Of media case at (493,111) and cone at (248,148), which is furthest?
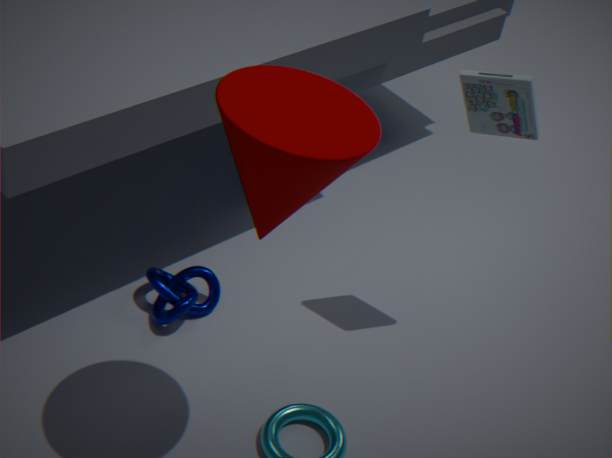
media case at (493,111)
